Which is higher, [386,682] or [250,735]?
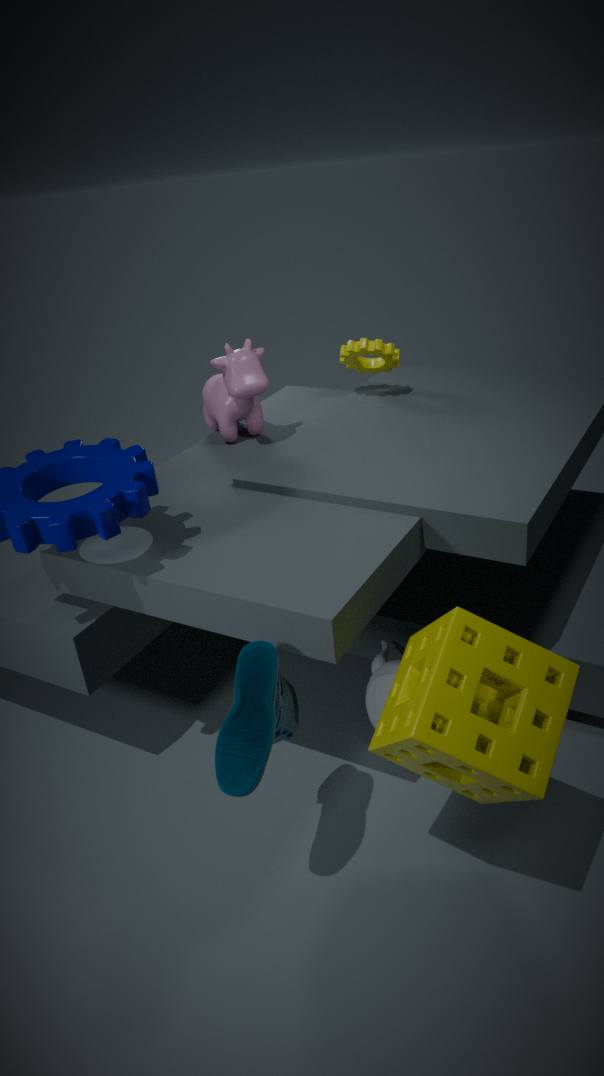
[250,735]
